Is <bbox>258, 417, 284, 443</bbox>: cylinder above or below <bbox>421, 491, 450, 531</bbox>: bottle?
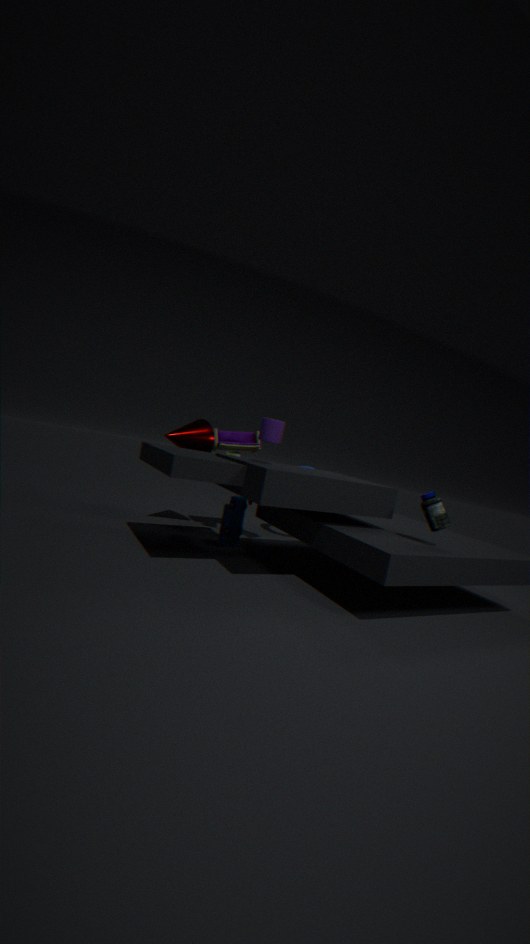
above
